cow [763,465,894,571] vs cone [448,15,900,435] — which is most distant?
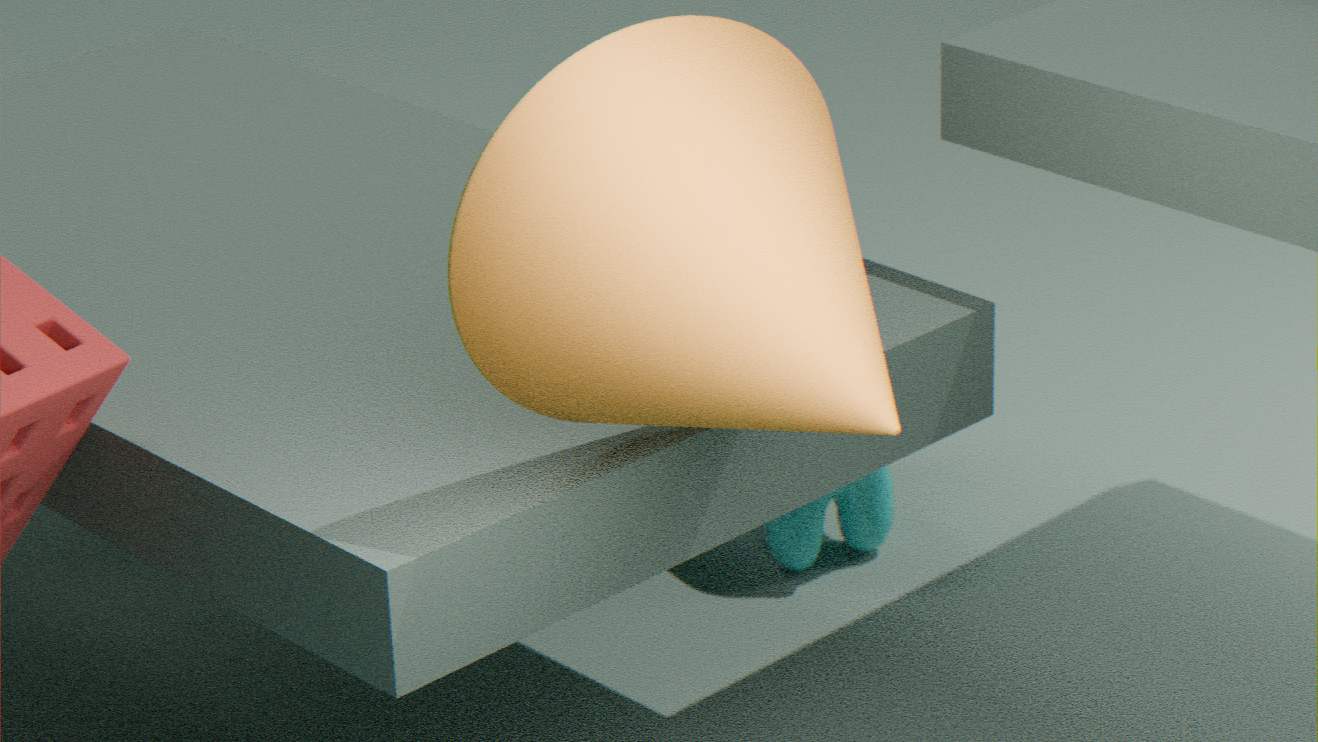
cow [763,465,894,571]
